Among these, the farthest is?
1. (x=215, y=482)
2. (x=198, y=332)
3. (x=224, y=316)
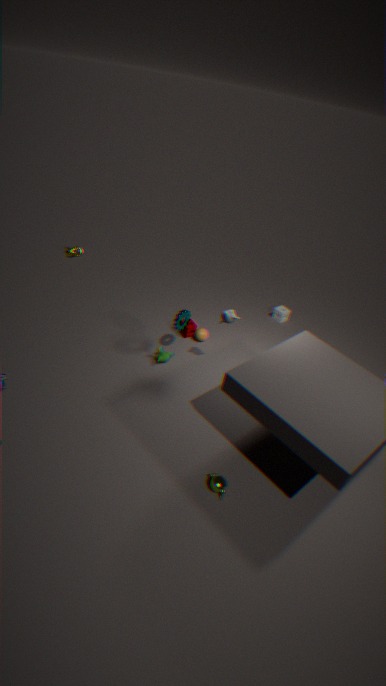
(x=198, y=332)
